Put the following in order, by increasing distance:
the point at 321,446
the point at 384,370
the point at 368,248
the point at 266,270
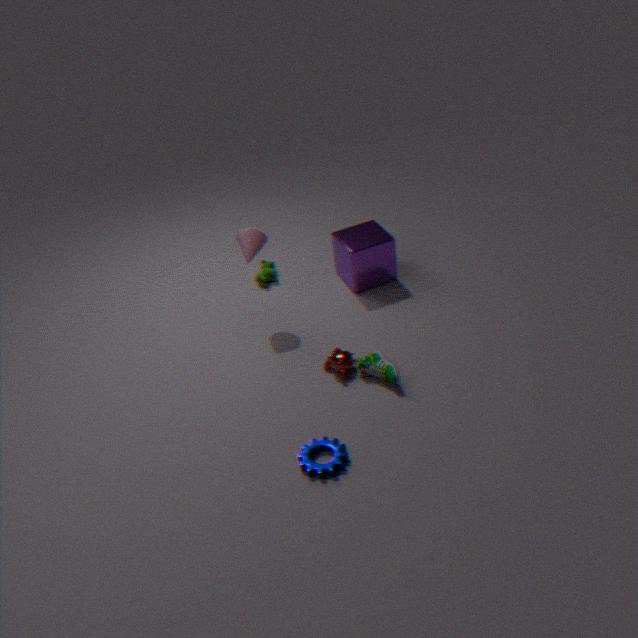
the point at 321,446
the point at 384,370
the point at 368,248
the point at 266,270
